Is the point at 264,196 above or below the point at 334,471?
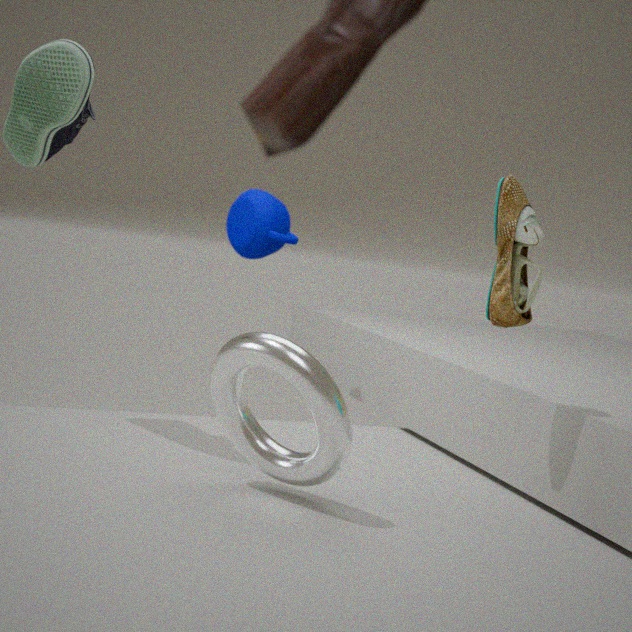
above
